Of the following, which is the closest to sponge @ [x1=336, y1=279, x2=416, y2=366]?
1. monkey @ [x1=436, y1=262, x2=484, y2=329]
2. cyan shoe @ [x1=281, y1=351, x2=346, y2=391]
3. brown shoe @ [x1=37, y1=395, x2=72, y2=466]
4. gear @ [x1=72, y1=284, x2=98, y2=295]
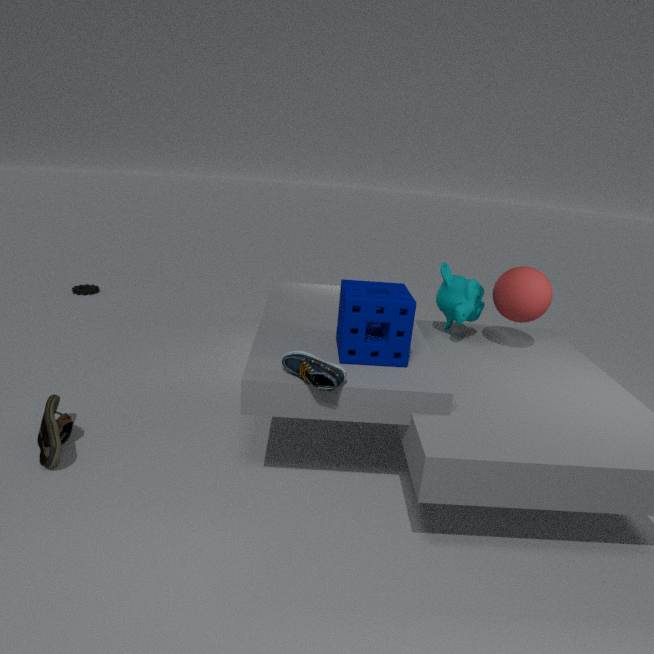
cyan shoe @ [x1=281, y1=351, x2=346, y2=391]
